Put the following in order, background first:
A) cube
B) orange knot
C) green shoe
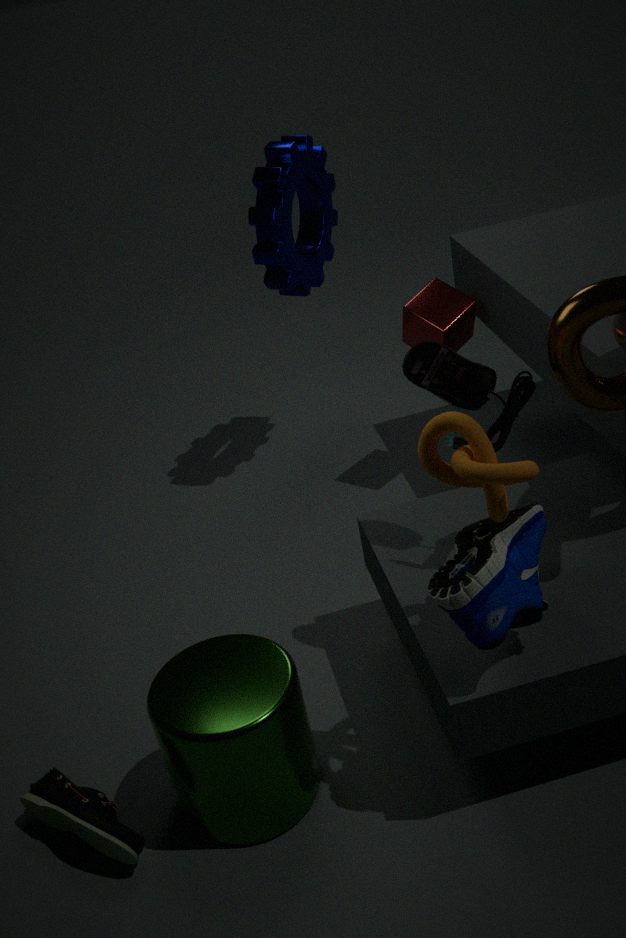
cube → green shoe → orange knot
